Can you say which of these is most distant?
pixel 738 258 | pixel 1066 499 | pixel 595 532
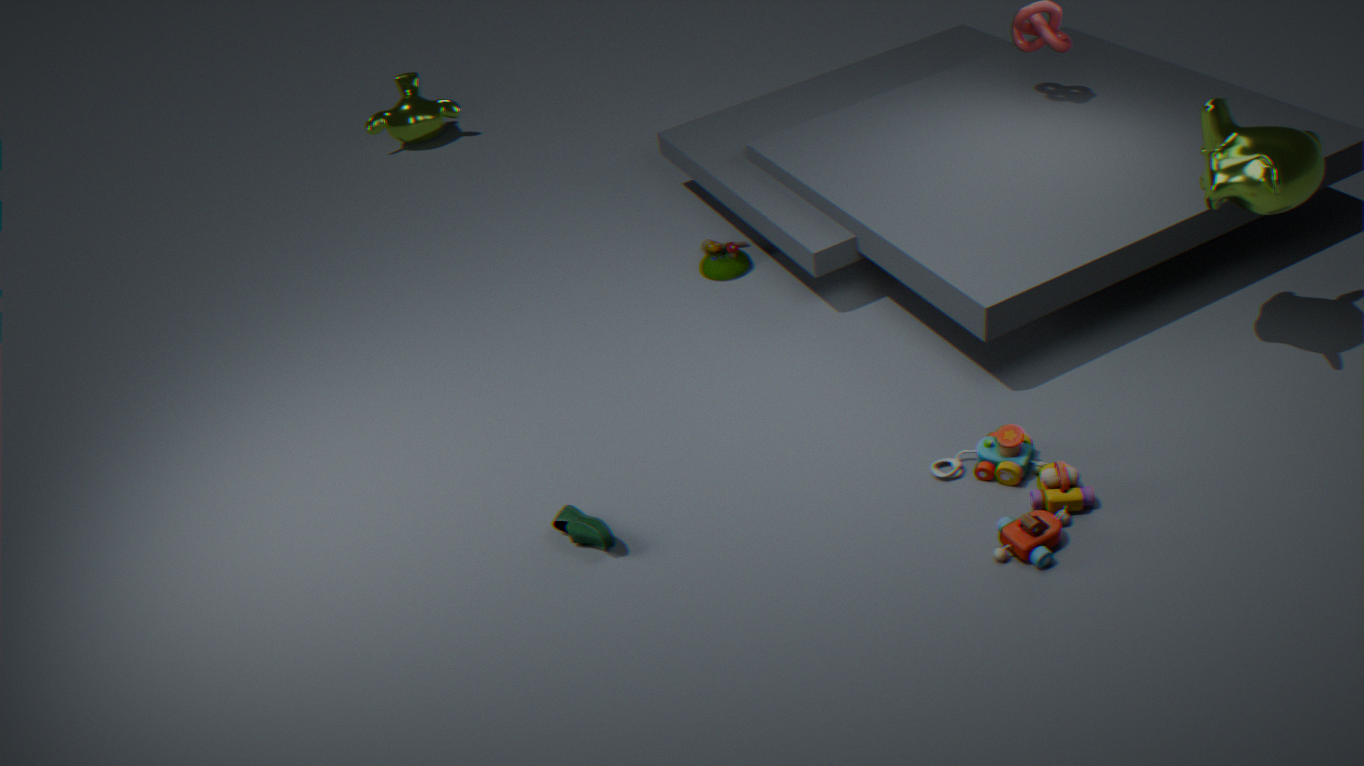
pixel 738 258
